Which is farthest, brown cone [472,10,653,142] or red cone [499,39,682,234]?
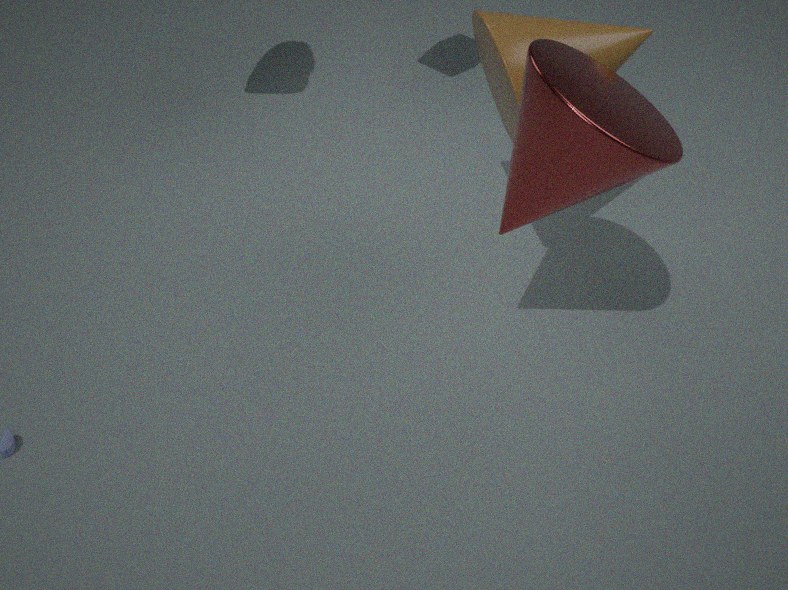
brown cone [472,10,653,142]
